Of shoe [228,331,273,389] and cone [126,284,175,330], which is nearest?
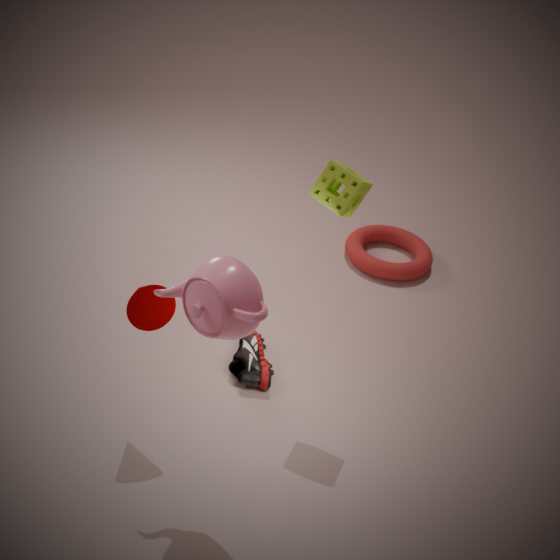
cone [126,284,175,330]
